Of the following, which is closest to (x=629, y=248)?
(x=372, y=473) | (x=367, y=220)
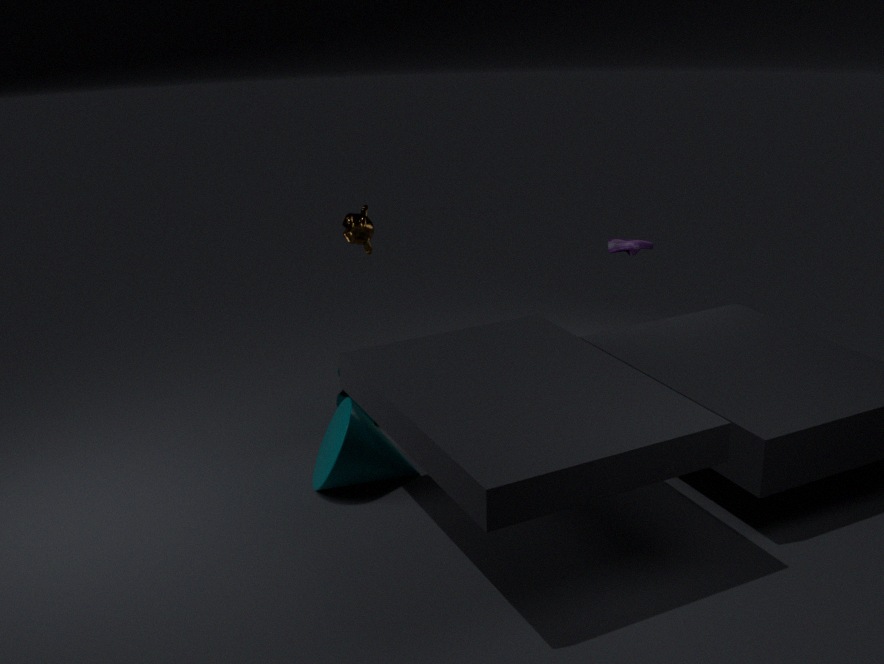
(x=367, y=220)
